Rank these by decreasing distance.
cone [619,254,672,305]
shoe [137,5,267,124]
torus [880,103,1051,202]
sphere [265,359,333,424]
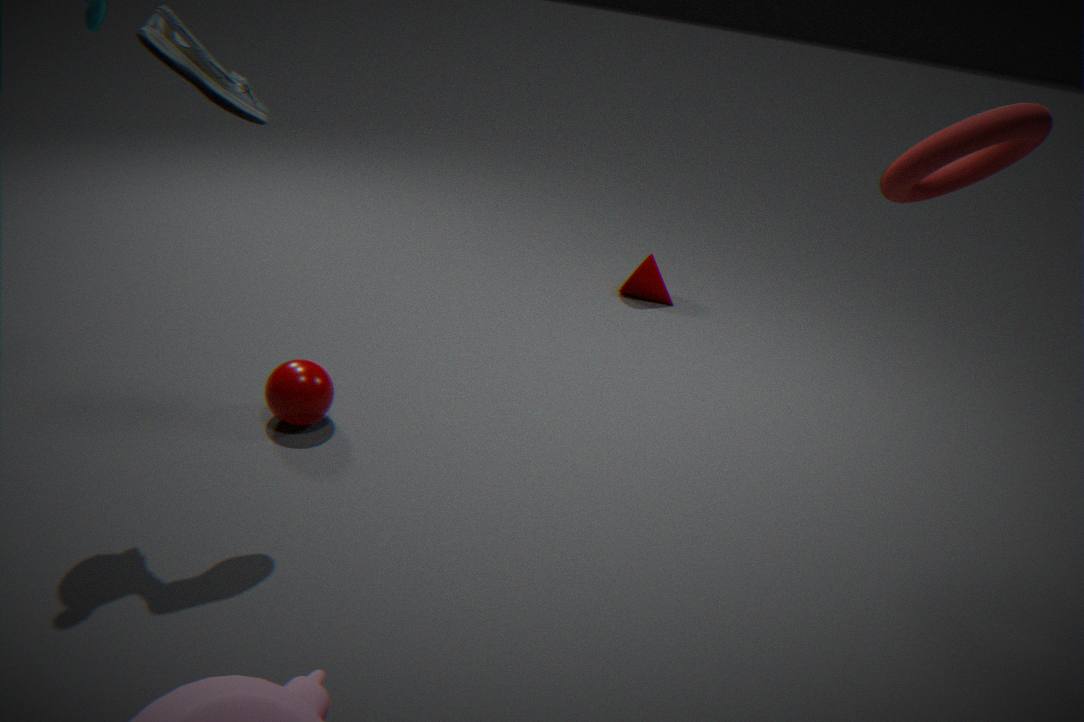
cone [619,254,672,305] → sphere [265,359,333,424] → shoe [137,5,267,124] → torus [880,103,1051,202]
